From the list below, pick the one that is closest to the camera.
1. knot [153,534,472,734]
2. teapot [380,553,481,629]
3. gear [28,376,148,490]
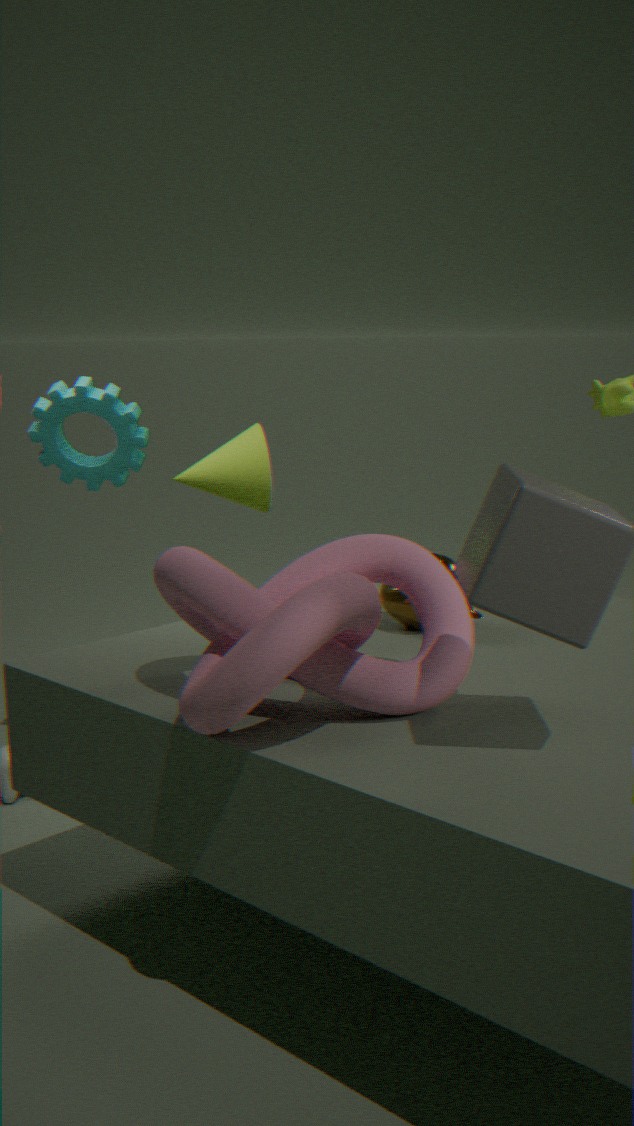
knot [153,534,472,734]
